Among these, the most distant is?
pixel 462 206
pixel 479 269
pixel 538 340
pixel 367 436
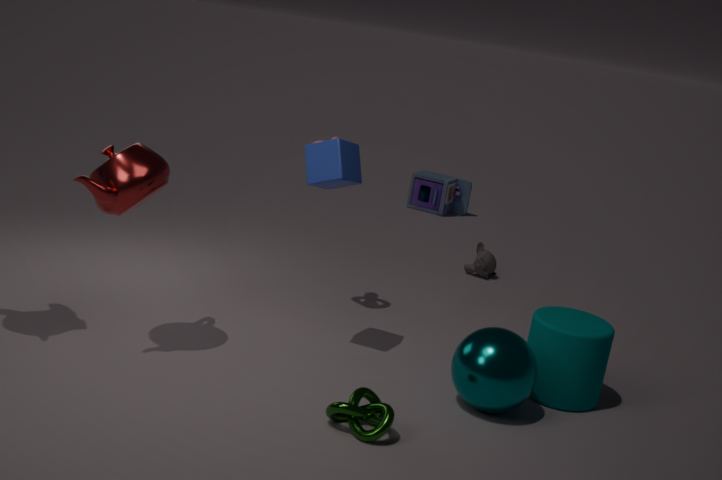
pixel 462 206
